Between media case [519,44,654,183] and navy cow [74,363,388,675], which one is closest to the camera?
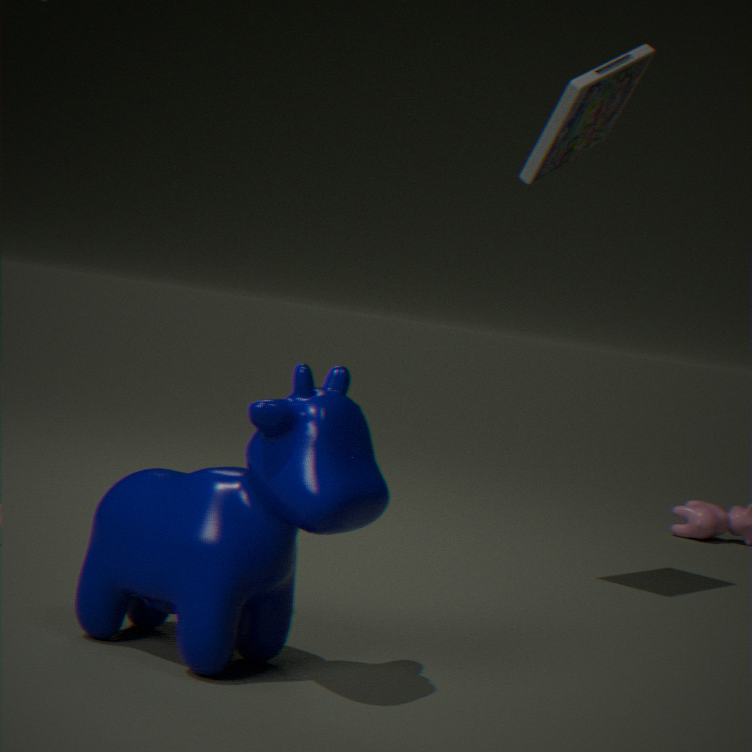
navy cow [74,363,388,675]
